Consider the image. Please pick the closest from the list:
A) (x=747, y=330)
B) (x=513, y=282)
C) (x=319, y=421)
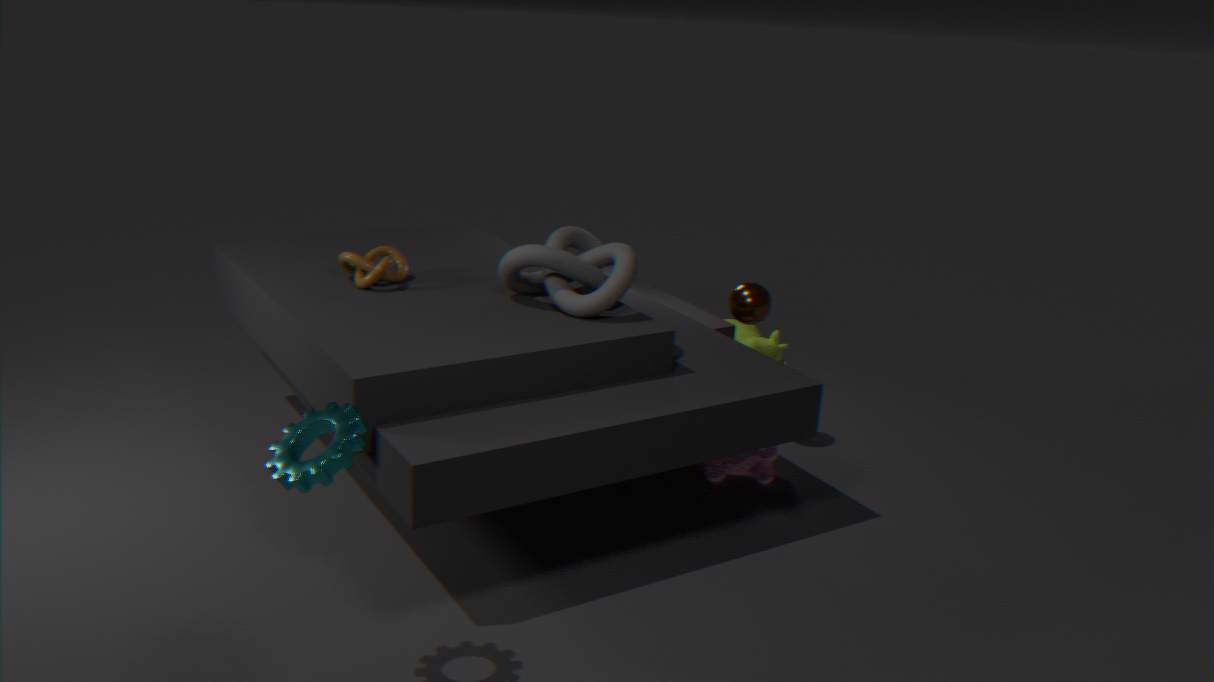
(x=319, y=421)
